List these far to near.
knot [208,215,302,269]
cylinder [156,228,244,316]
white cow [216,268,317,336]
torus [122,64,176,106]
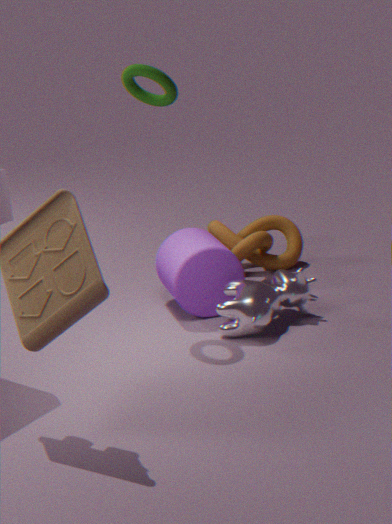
knot [208,215,302,269] → cylinder [156,228,244,316] → white cow [216,268,317,336] → torus [122,64,176,106]
